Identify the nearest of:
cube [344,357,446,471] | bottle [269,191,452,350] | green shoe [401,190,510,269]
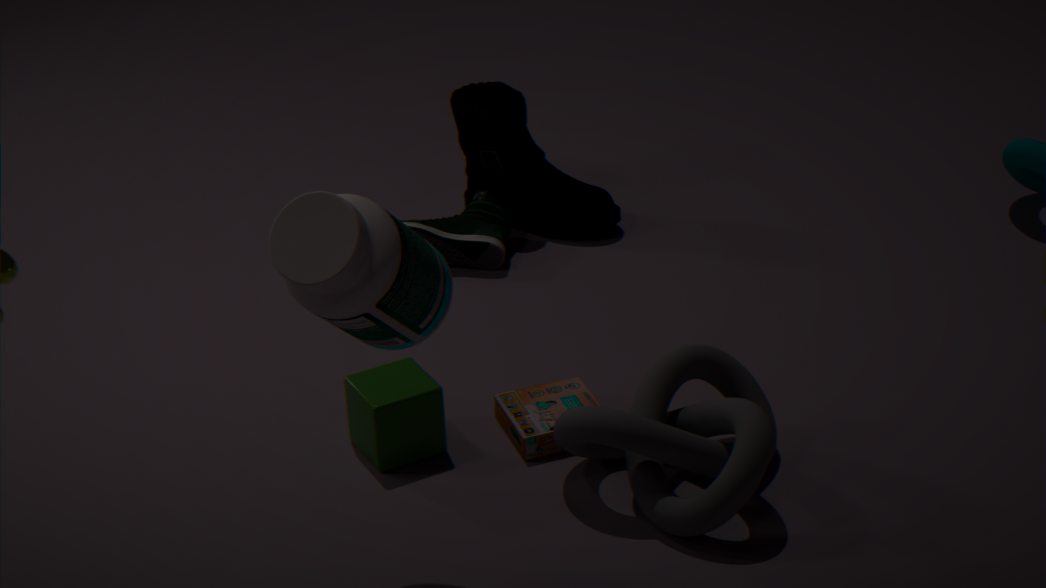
bottle [269,191,452,350]
